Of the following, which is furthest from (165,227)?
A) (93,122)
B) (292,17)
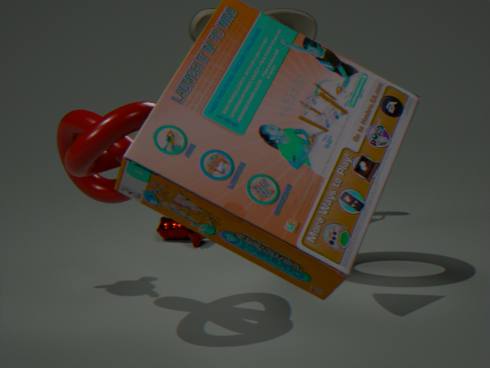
(93,122)
